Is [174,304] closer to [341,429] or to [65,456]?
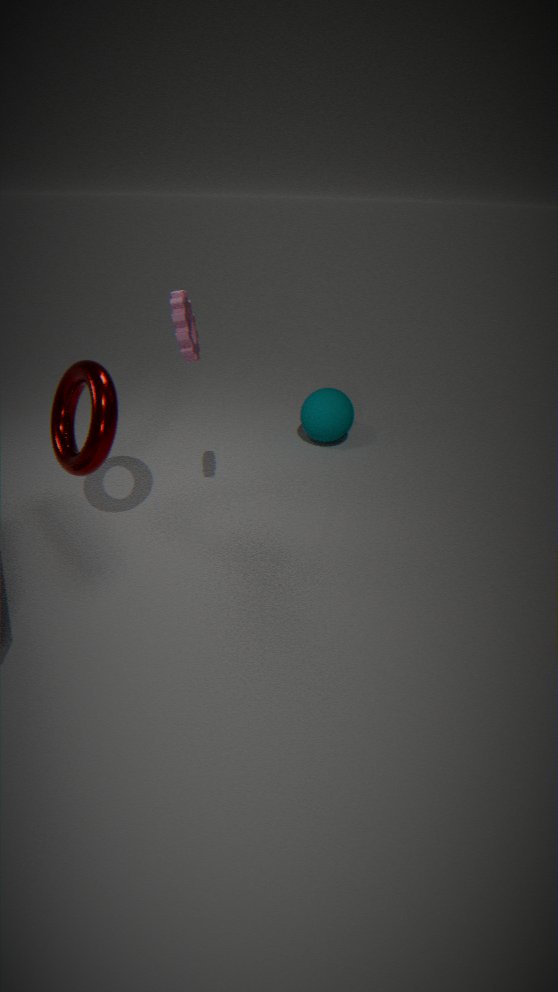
[65,456]
